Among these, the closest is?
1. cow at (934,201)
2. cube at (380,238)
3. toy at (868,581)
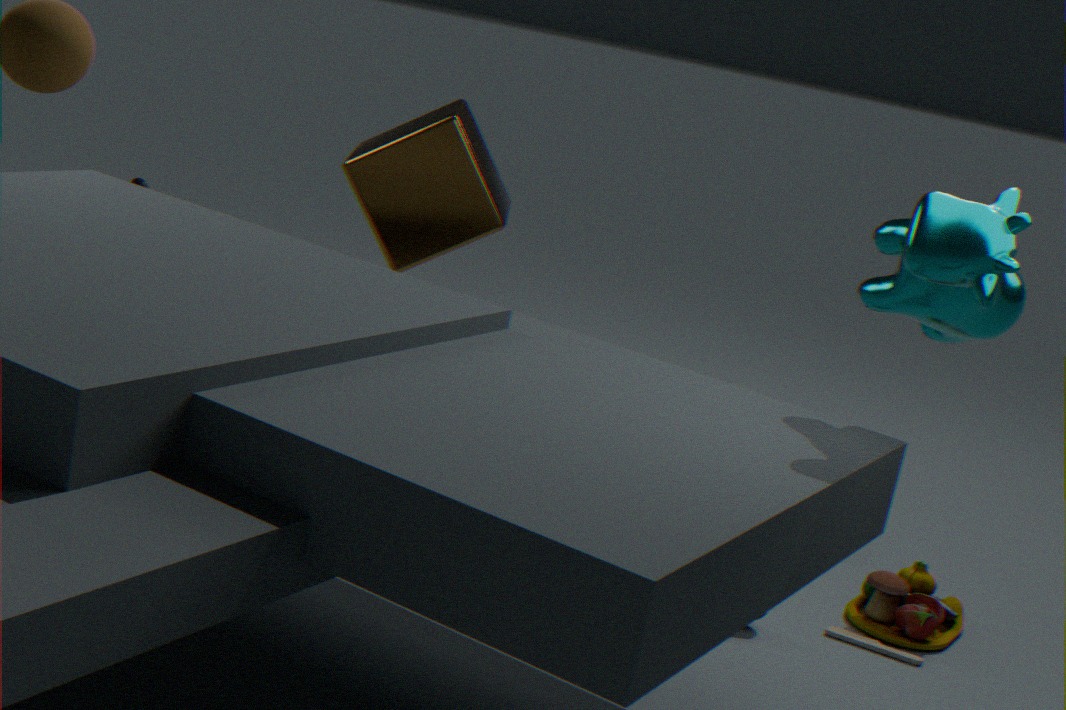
cow at (934,201)
